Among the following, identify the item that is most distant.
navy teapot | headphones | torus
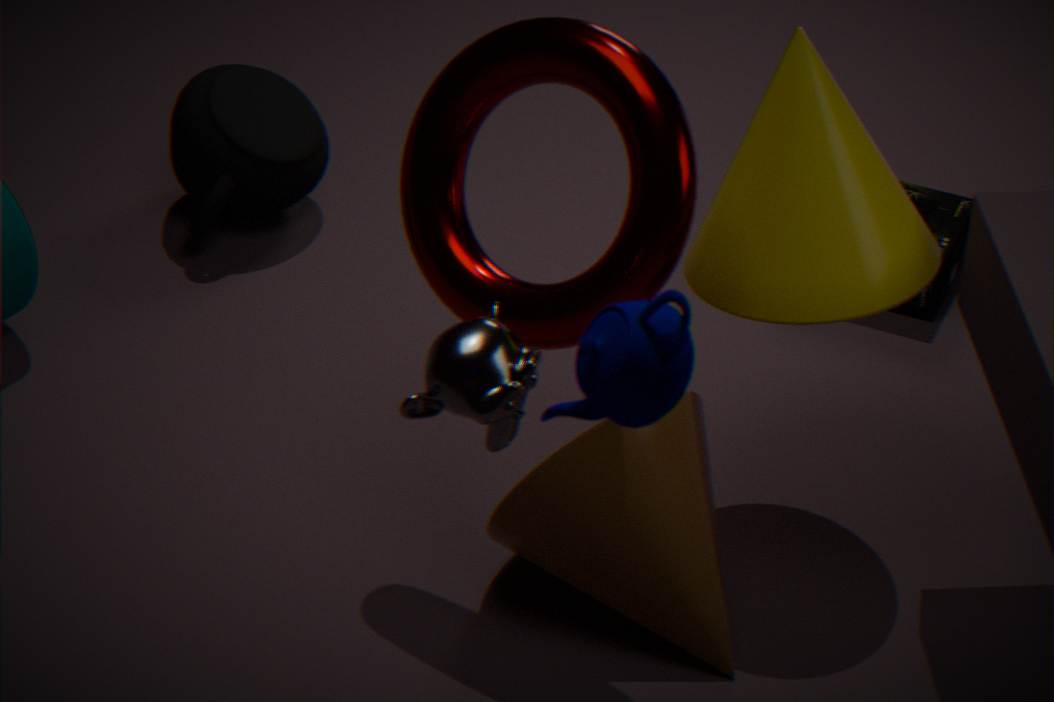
headphones
